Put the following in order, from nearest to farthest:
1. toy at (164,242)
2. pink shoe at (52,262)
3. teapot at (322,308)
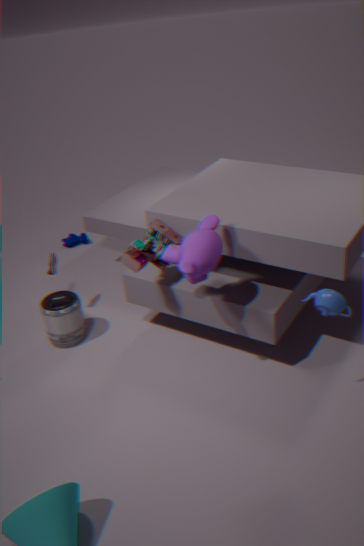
teapot at (322,308)
toy at (164,242)
pink shoe at (52,262)
